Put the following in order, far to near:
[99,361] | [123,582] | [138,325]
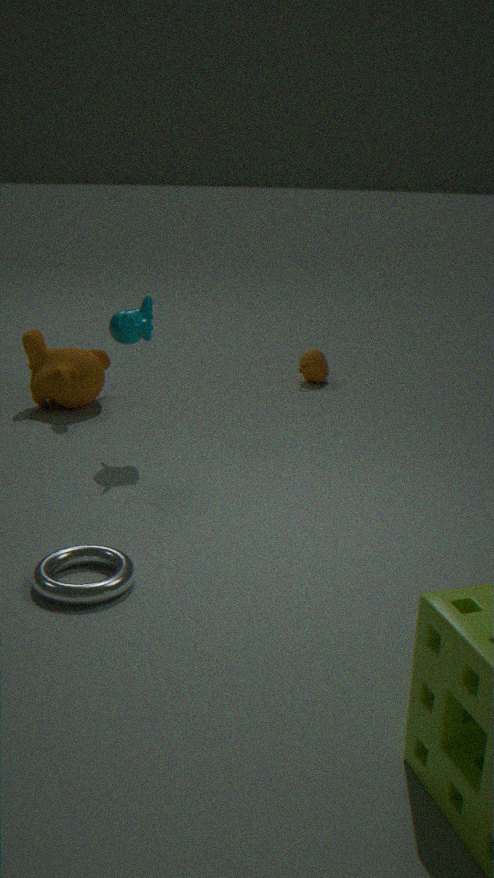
[99,361], [138,325], [123,582]
